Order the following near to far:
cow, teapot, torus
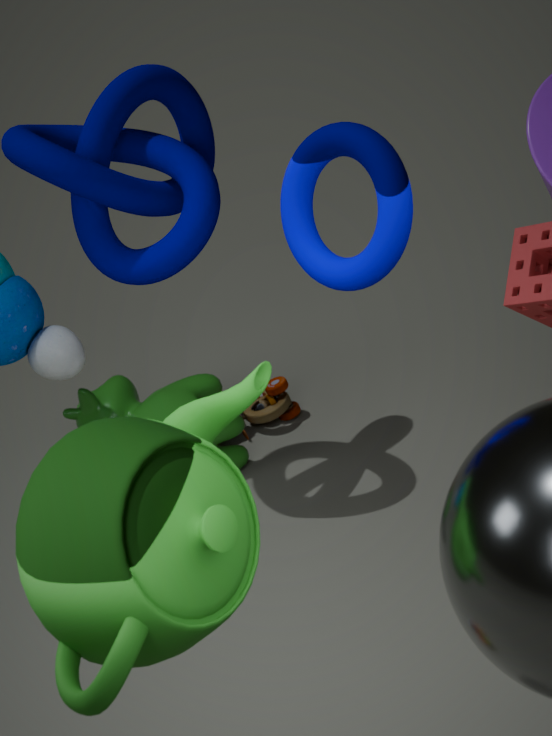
teapot, torus, cow
